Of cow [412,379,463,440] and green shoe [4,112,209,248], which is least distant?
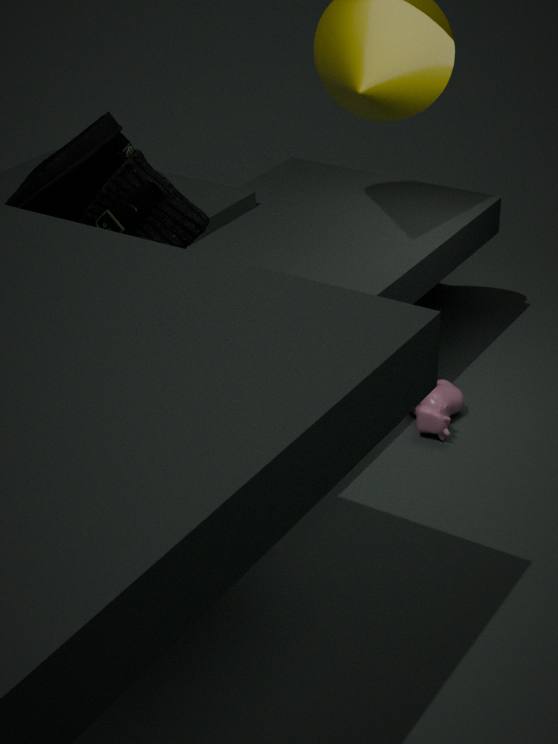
green shoe [4,112,209,248]
